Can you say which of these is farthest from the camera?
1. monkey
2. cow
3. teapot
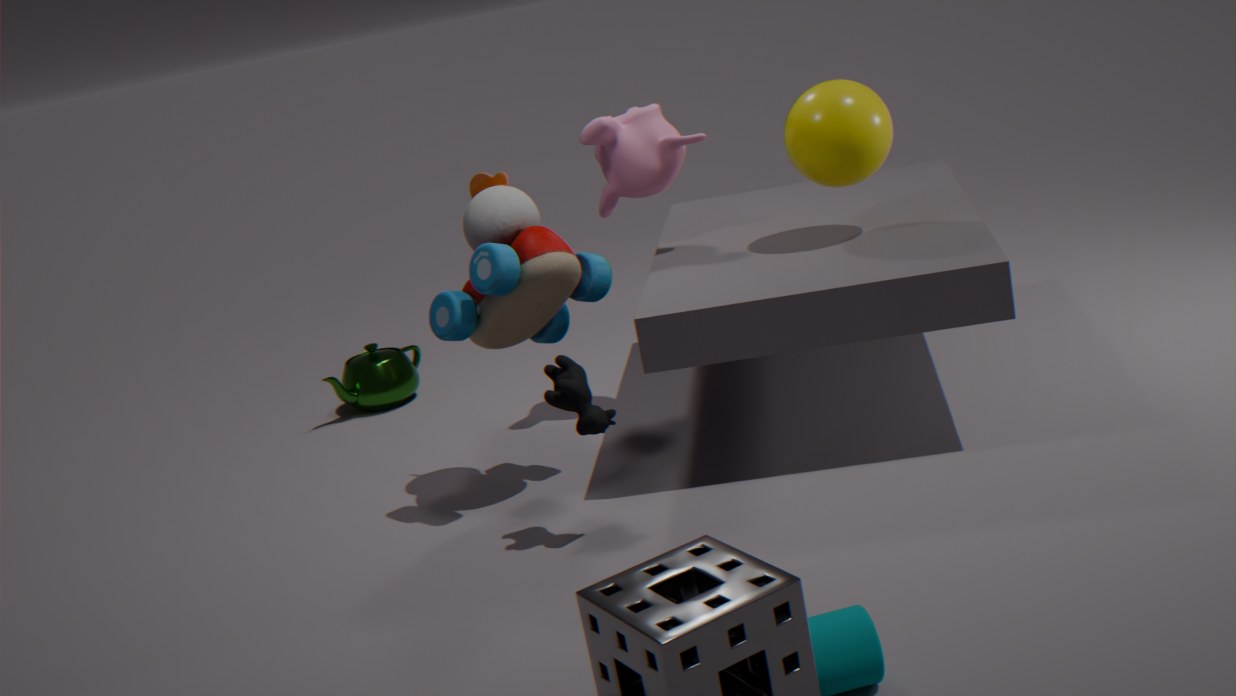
teapot
